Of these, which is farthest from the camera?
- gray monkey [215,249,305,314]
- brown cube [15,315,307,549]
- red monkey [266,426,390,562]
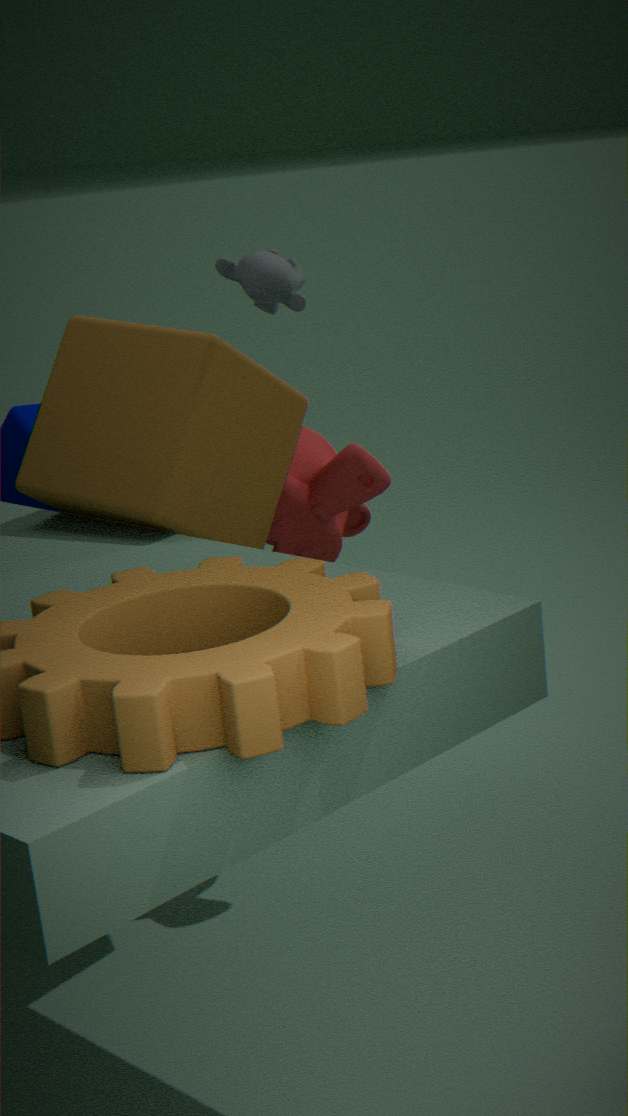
gray monkey [215,249,305,314]
